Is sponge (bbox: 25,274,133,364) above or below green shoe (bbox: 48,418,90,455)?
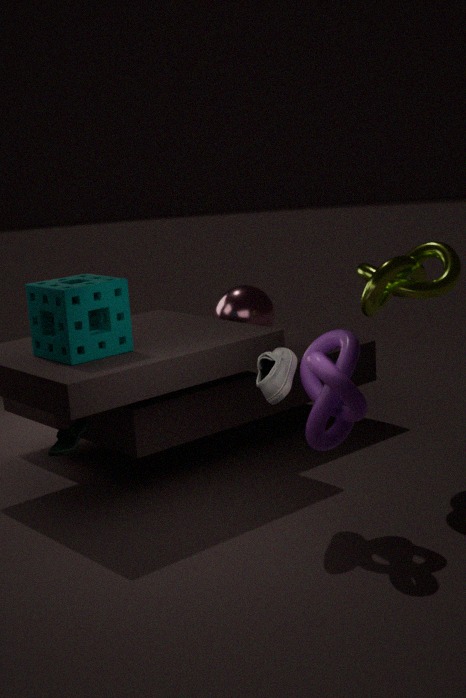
above
